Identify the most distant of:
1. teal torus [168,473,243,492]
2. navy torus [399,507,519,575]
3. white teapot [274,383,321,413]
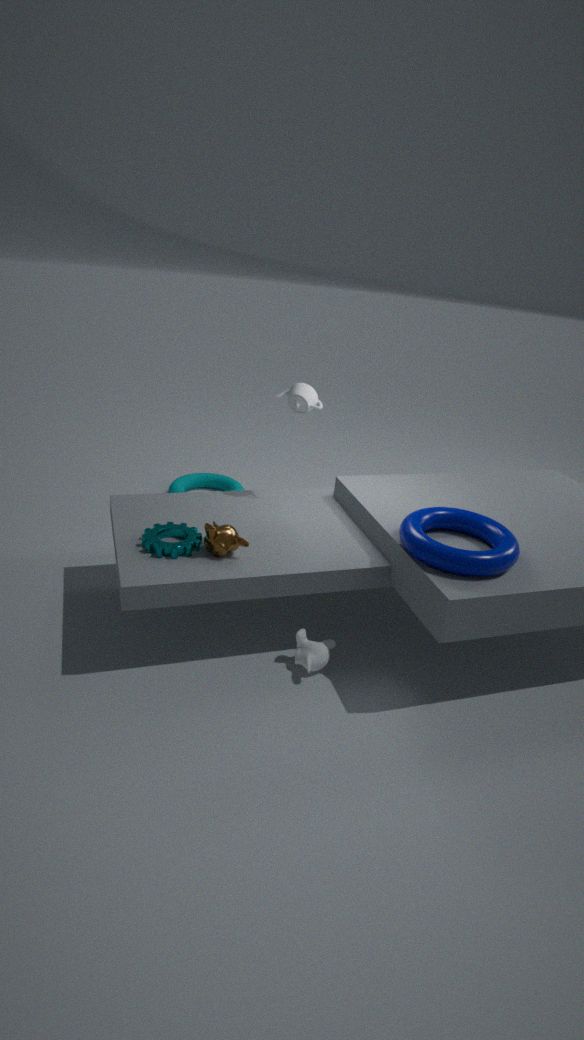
A: teal torus [168,473,243,492]
